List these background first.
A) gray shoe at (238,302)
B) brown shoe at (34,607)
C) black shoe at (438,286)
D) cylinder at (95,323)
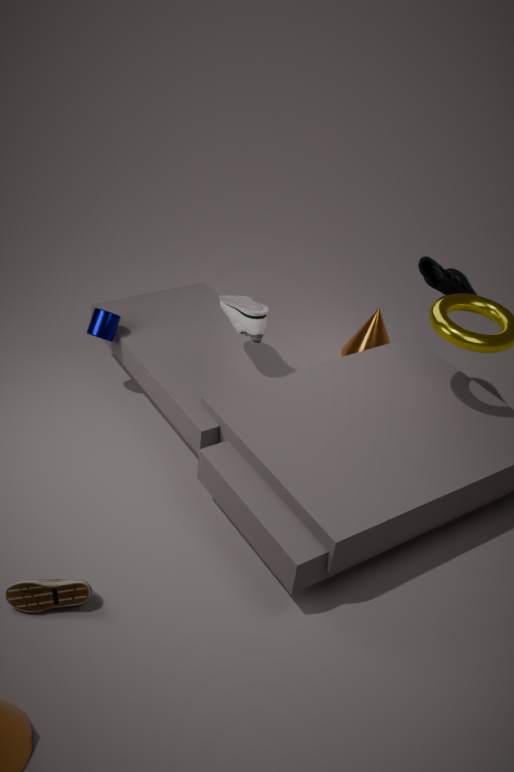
cylinder at (95,323), black shoe at (438,286), gray shoe at (238,302), brown shoe at (34,607)
